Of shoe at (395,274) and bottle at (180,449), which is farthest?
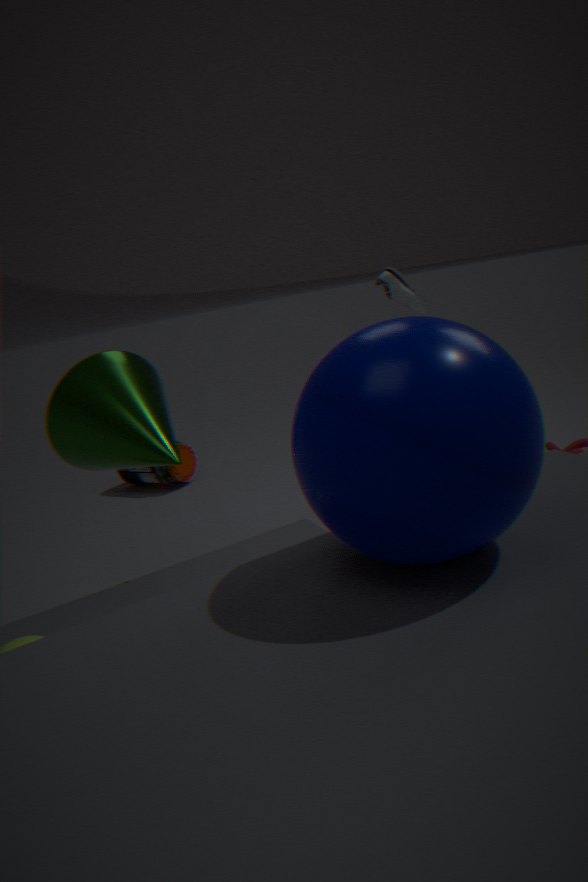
bottle at (180,449)
